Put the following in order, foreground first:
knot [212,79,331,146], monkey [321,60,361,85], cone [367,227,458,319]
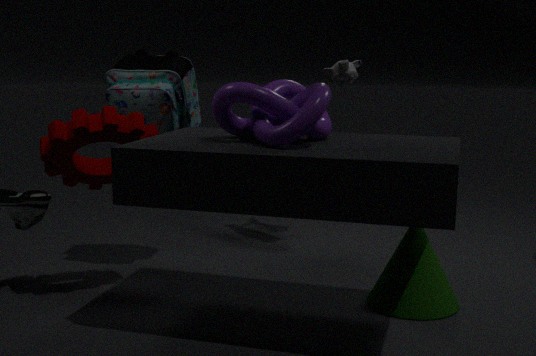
knot [212,79,331,146] → cone [367,227,458,319] → monkey [321,60,361,85]
